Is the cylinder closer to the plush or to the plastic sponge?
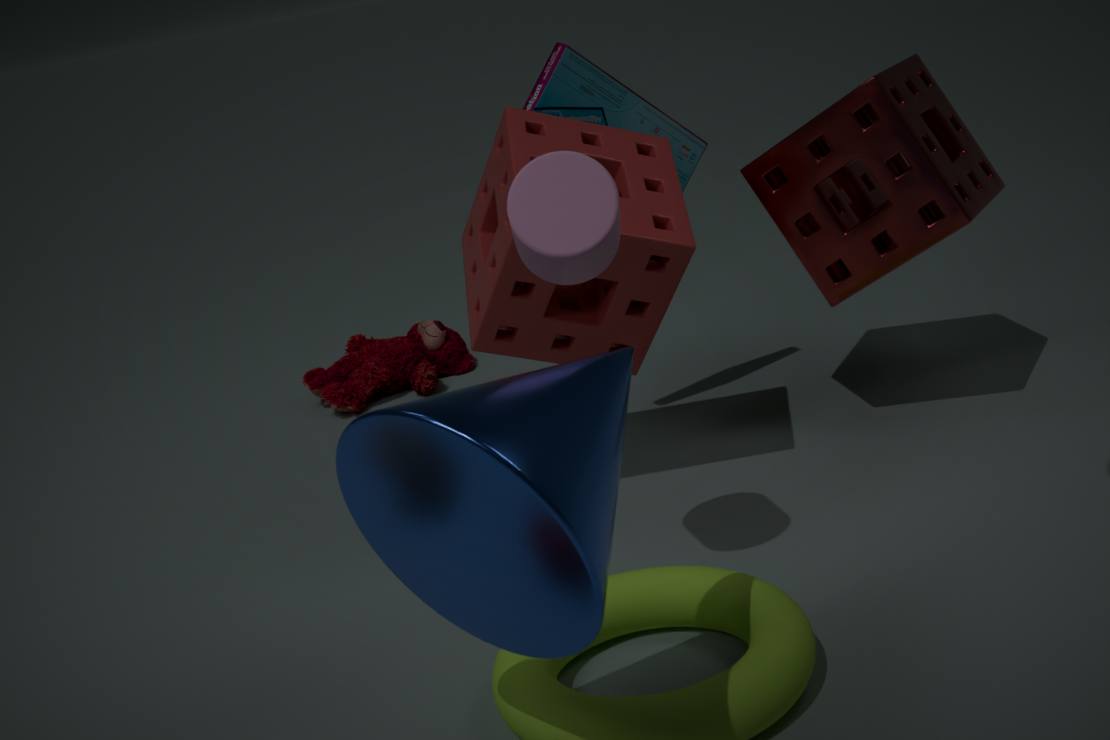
the plastic sponge
